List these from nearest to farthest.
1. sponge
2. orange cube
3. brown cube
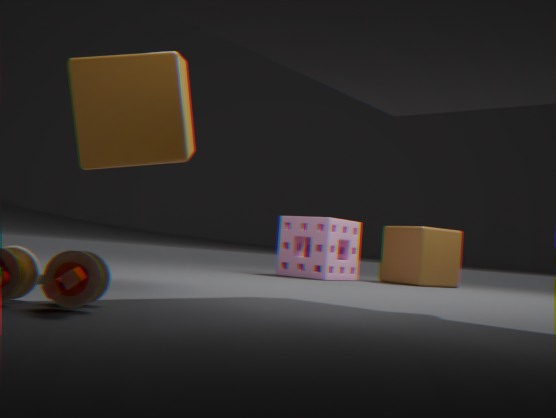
orange cube
sponge
brown cube
